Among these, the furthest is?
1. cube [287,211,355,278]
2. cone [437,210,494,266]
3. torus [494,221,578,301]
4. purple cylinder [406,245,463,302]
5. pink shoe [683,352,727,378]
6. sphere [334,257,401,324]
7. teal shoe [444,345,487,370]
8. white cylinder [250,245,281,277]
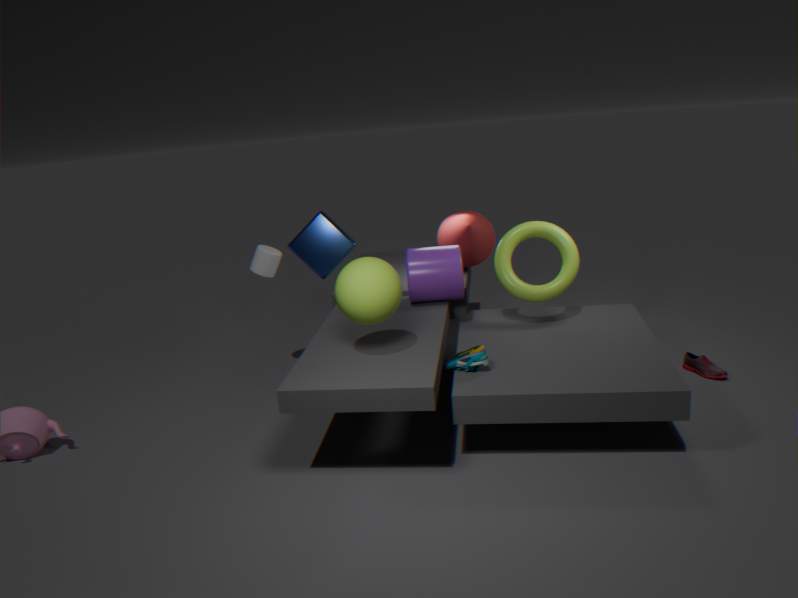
cube [287,211,355,278]
